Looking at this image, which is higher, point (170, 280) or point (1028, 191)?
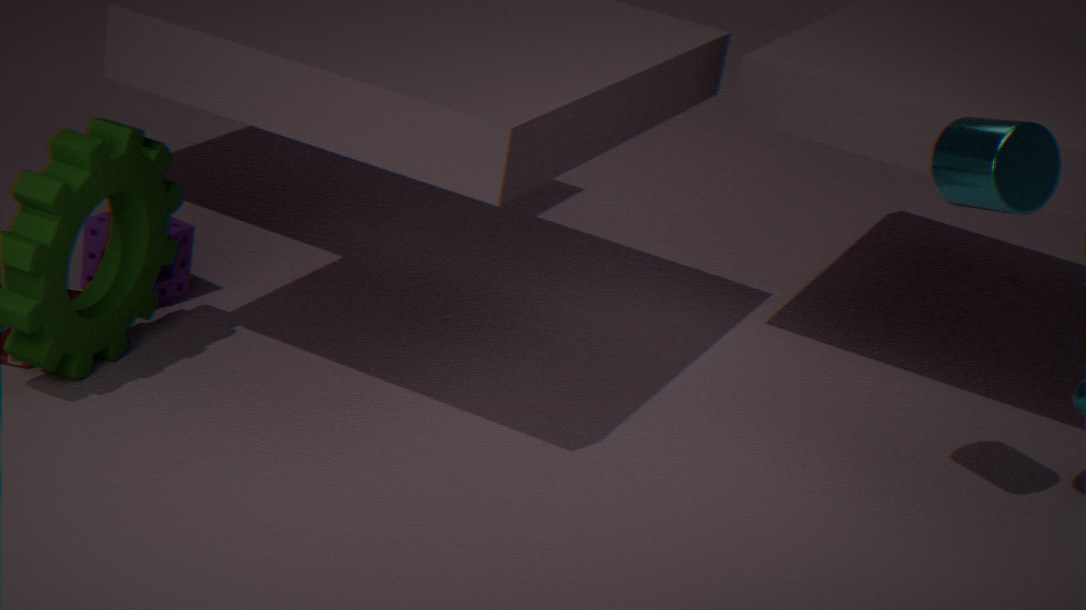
point (1028, 191)
